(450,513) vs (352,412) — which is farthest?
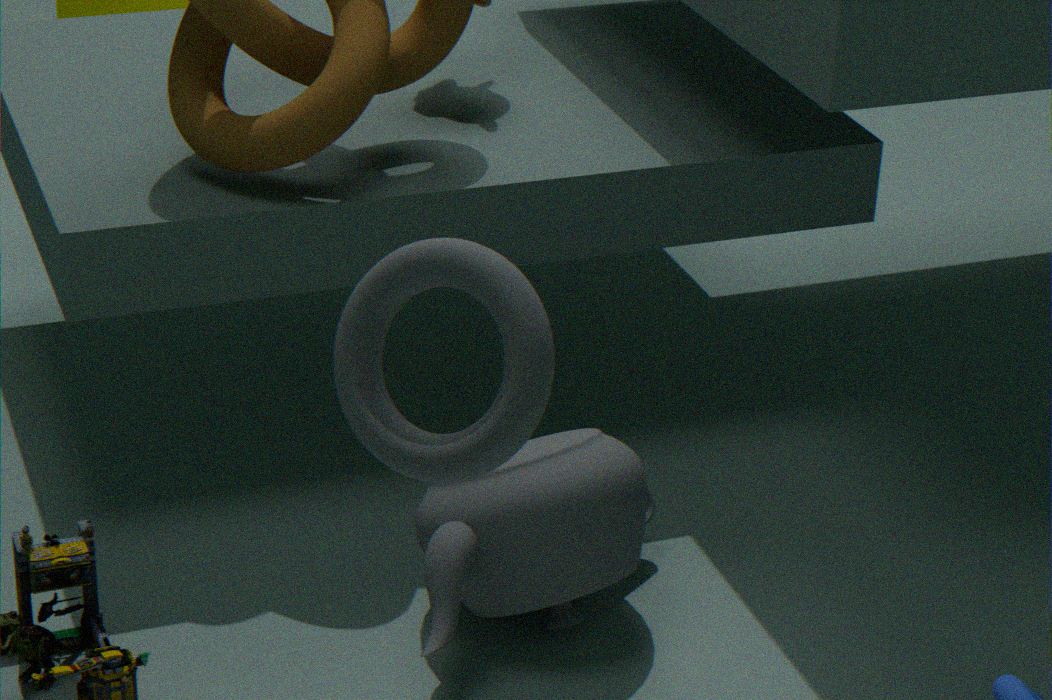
(450,513)
